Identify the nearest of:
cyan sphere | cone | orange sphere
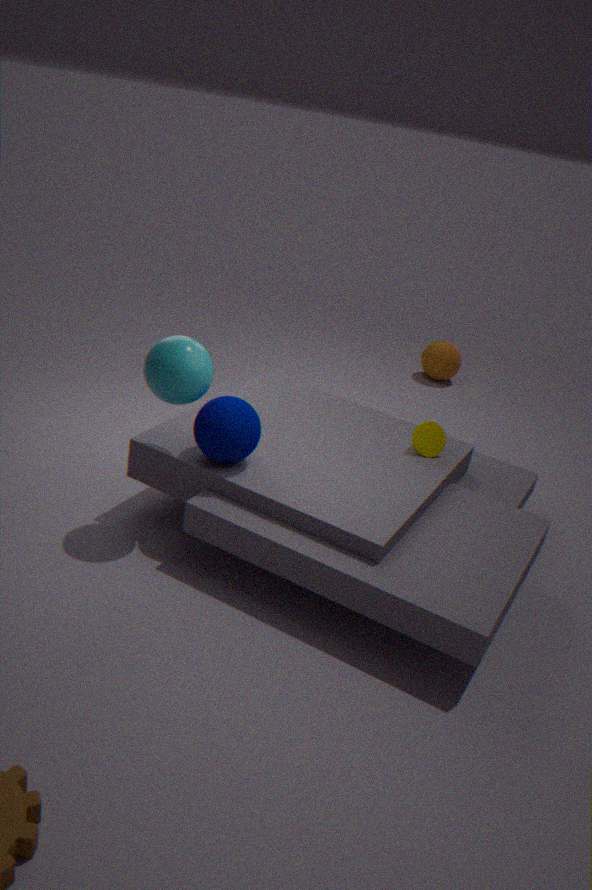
cyan sphere
